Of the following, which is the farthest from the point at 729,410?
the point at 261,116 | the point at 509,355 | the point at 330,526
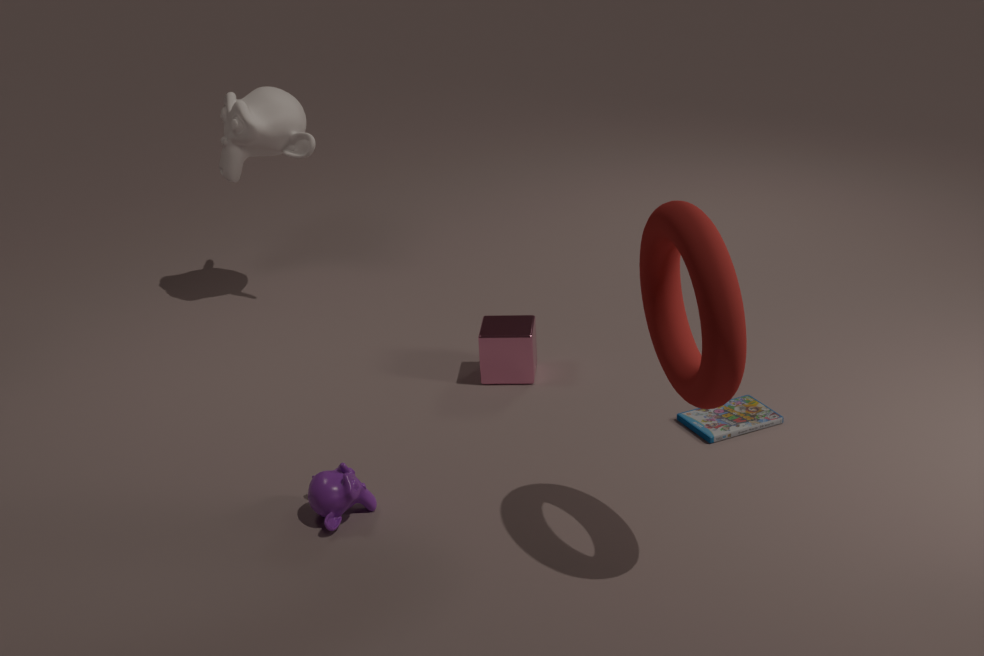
the point at 261,116
